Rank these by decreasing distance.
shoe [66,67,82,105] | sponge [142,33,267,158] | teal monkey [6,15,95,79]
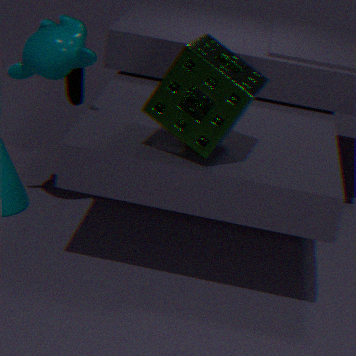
shoe [66,67,82,105]
teal monkey [6,15,95,79]
sponge [142,33,267,158]
